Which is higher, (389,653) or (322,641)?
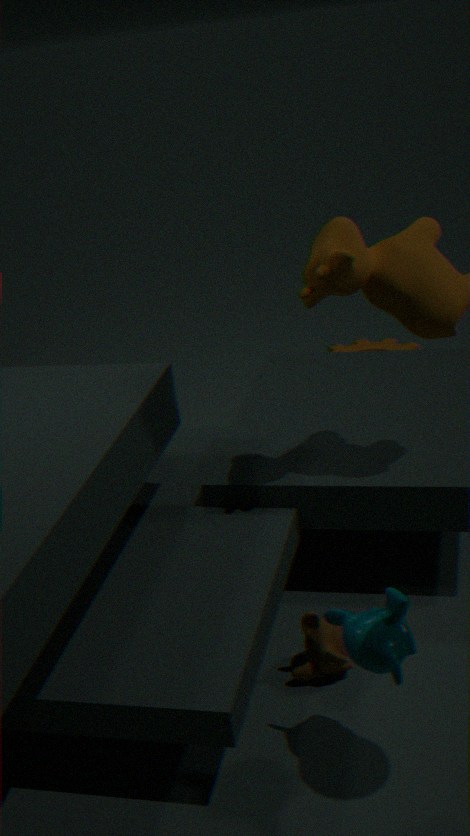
(389,653)
